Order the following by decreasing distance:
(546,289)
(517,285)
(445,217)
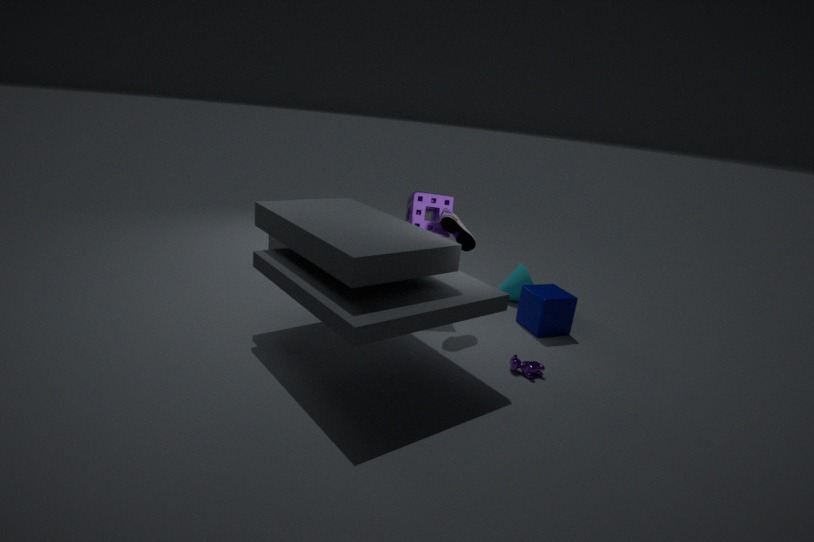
(517,285), (546,289), (445,217)
